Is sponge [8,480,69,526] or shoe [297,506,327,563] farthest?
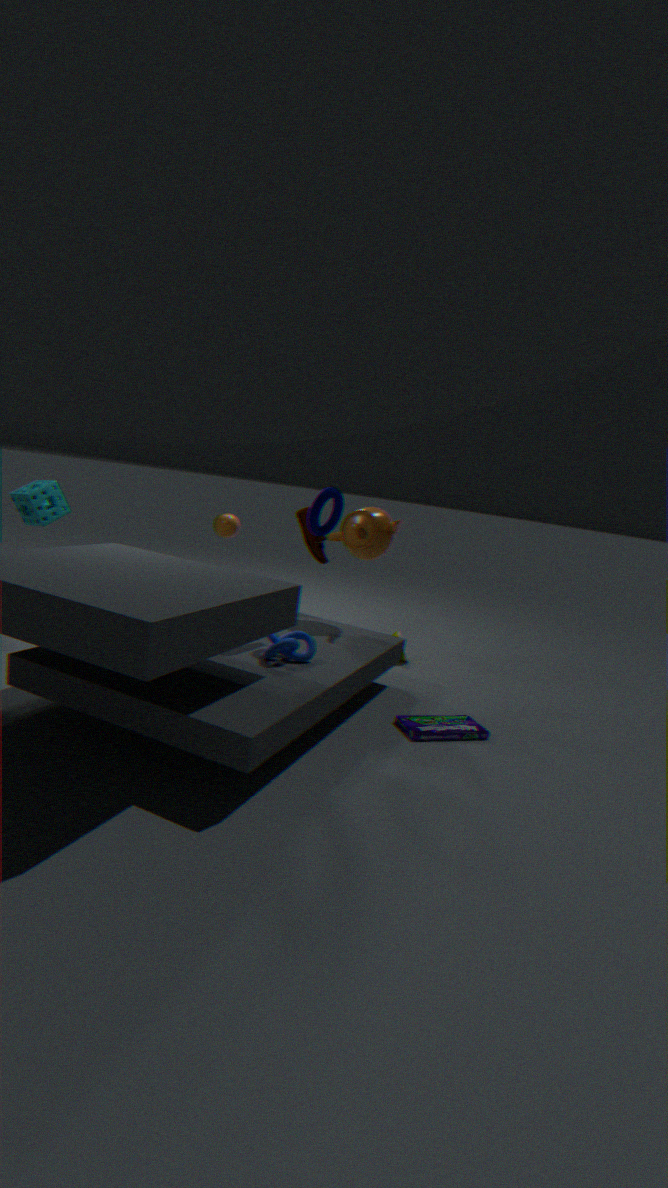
shoe [297,506,327,563]
